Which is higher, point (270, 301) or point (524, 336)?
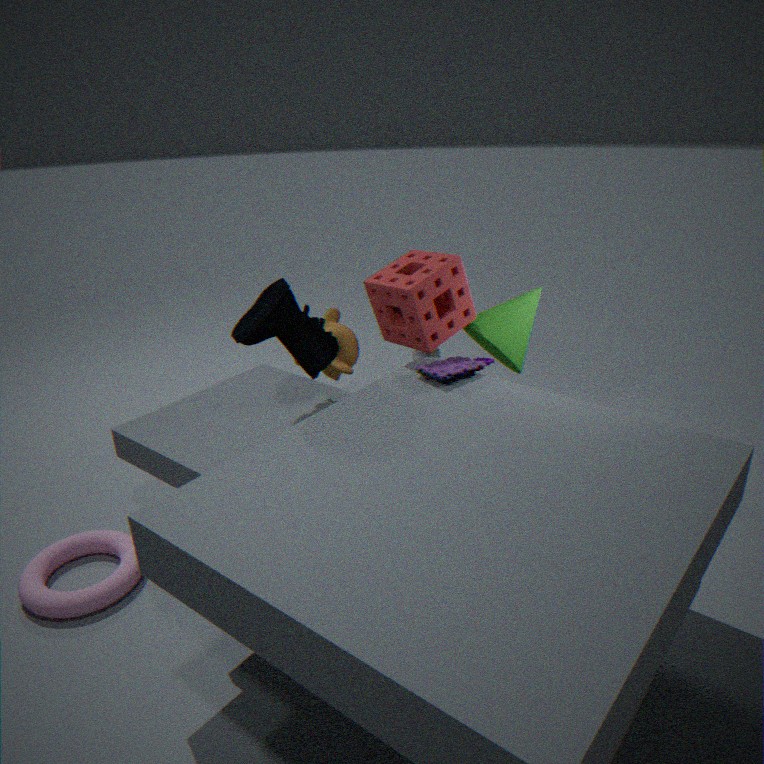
point (270, 301)
